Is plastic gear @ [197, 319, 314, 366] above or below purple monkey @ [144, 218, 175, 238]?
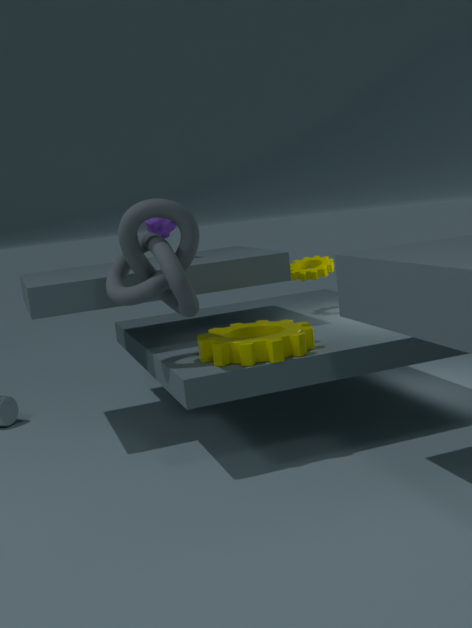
below
